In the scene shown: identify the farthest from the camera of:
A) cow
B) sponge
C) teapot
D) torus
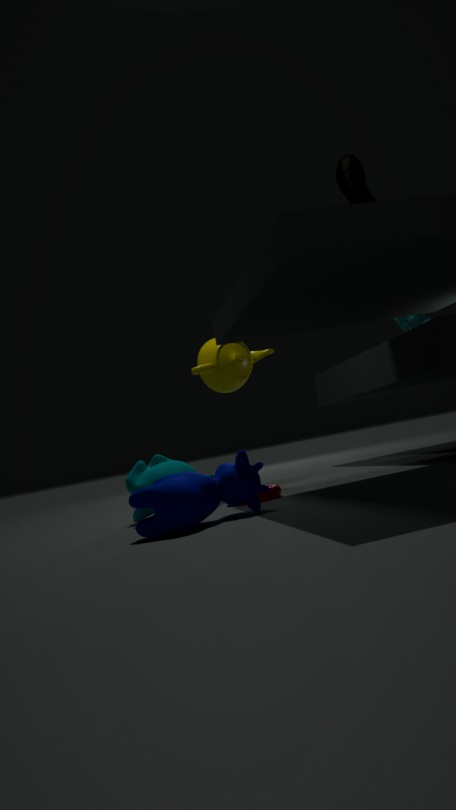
sponge
